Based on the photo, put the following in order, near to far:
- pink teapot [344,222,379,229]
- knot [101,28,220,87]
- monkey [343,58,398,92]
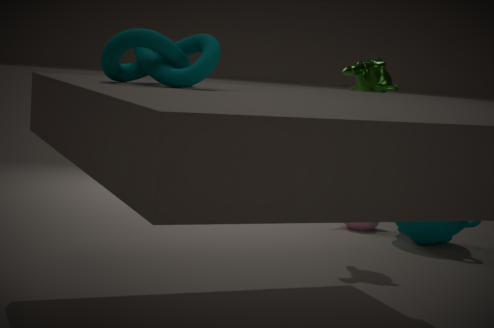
knot [101,28,220,87], monkey [343,58,398,92], pink teapot [344,222,379,229]
